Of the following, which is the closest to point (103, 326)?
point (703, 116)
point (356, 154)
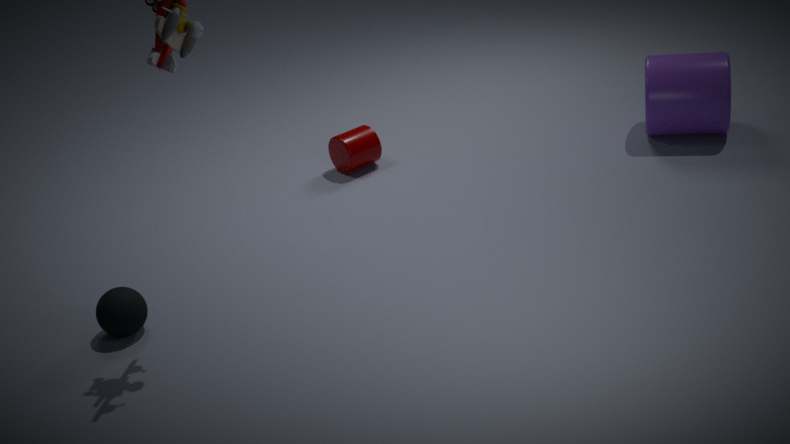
point (356, 154)
